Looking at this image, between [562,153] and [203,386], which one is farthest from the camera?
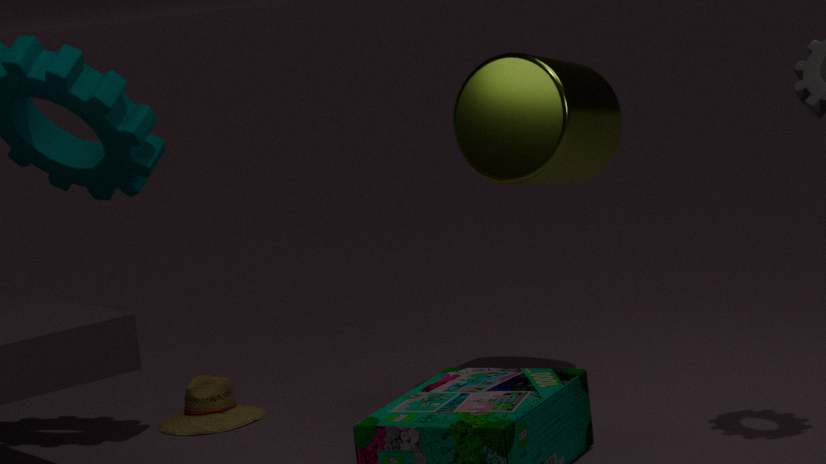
[203,386]
